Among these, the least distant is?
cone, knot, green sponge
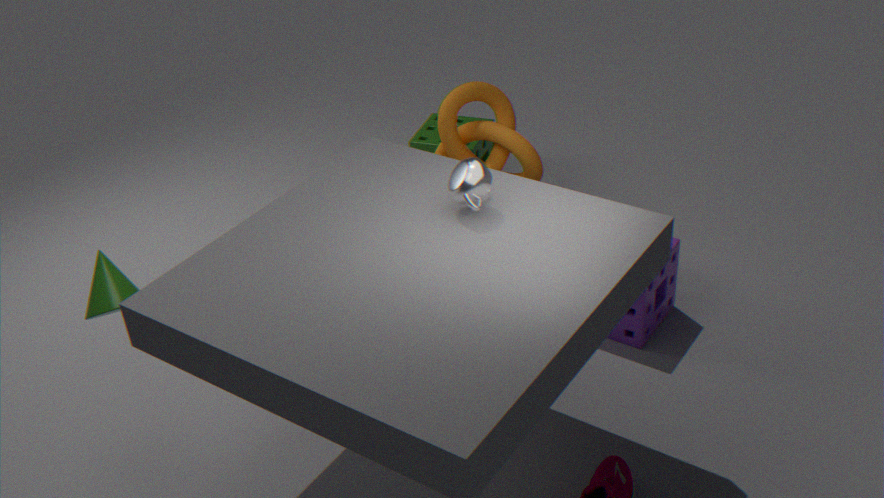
cone
